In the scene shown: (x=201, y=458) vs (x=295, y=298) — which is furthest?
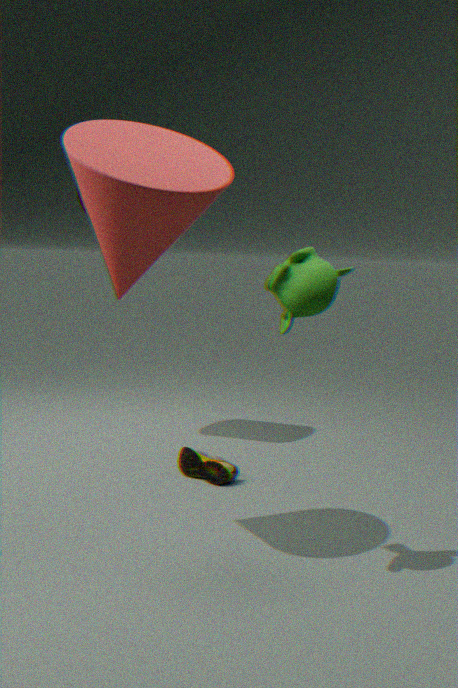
(x=201, y=458)
